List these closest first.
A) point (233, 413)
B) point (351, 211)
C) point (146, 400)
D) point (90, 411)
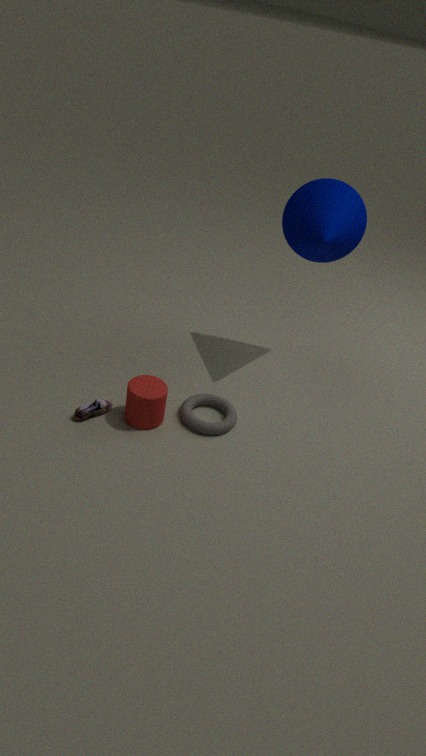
point (146, 400) → point (90, 411) → point (233, 413) → point (351, 211)
